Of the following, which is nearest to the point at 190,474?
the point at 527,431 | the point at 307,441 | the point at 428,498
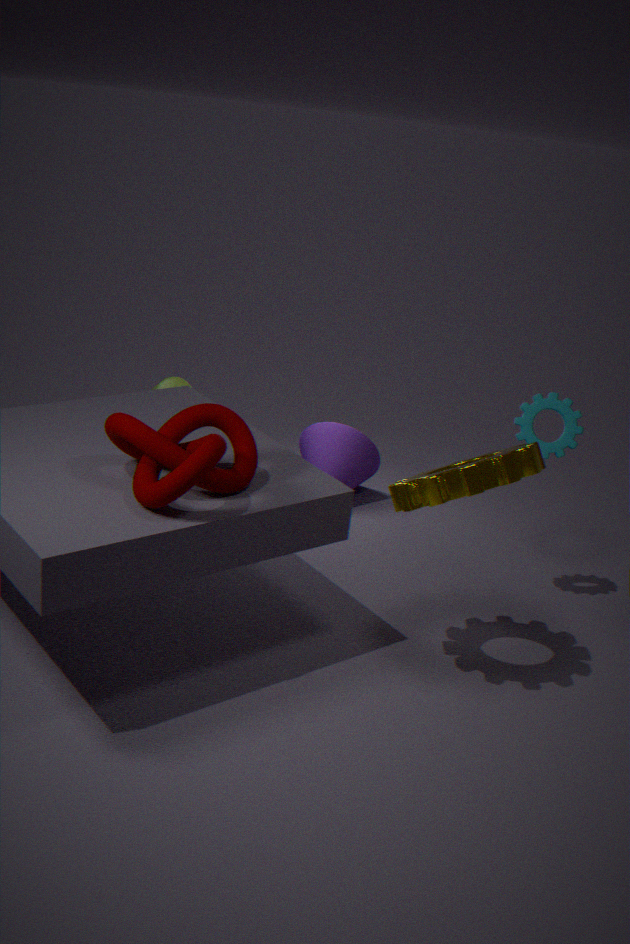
the point at 428,498
